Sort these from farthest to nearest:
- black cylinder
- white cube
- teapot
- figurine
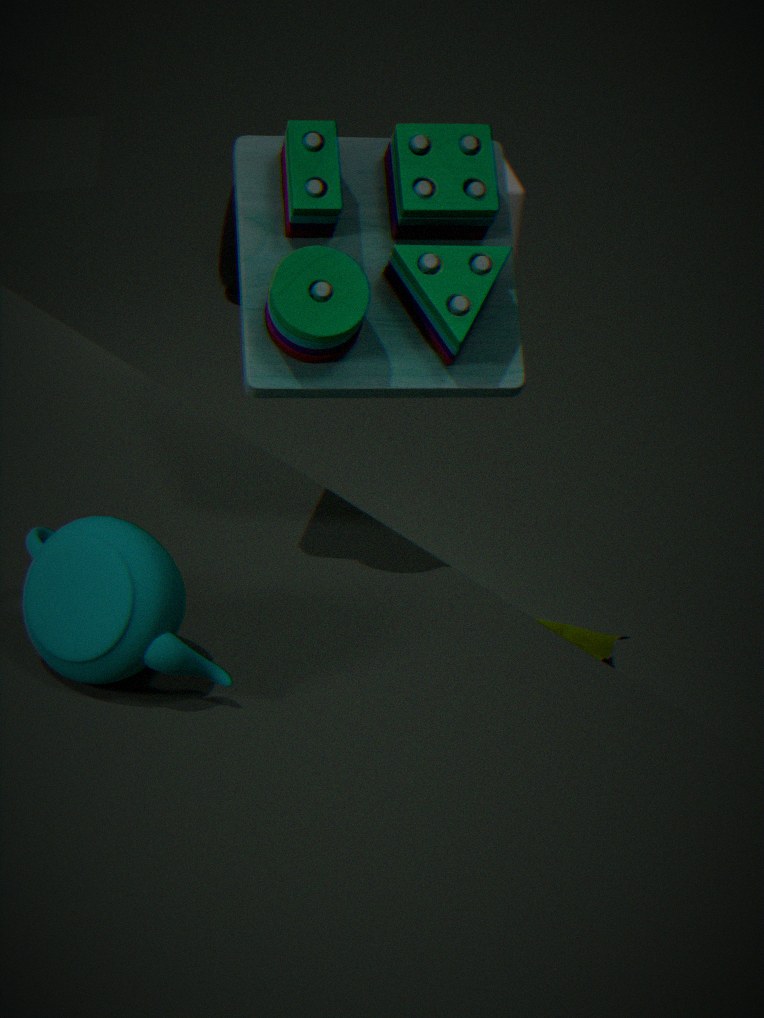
black cylinder → figurine → white cube → teapot
